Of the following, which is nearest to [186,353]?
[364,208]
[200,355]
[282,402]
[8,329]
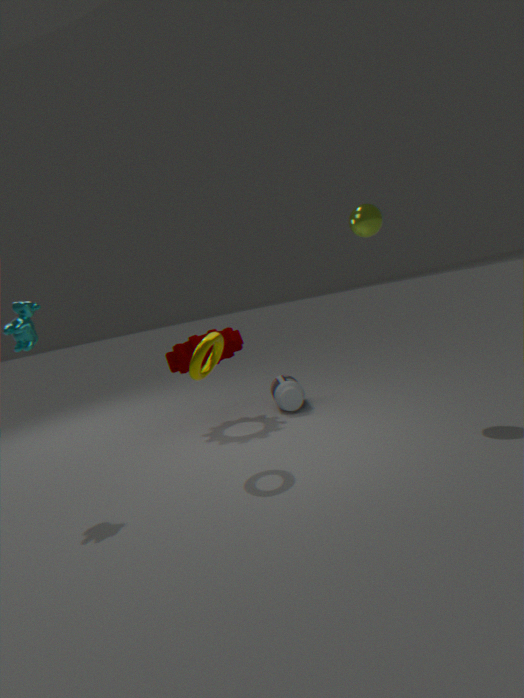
[282,402]
